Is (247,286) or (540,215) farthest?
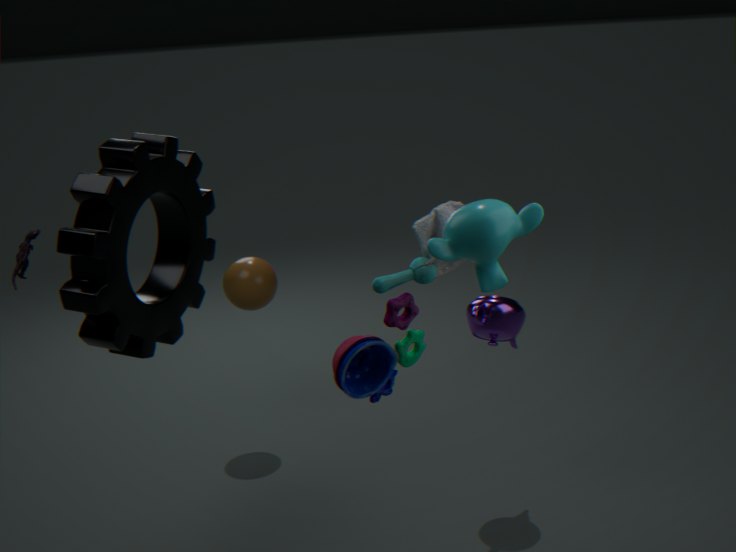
(247,286)
